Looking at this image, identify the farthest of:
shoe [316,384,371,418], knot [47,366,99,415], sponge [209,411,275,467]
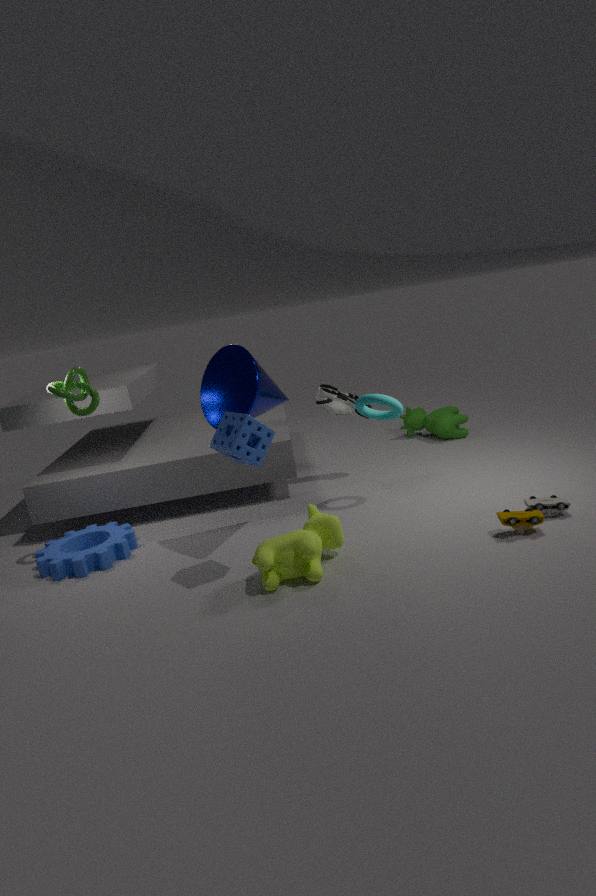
shoe [316,384,371,418]
